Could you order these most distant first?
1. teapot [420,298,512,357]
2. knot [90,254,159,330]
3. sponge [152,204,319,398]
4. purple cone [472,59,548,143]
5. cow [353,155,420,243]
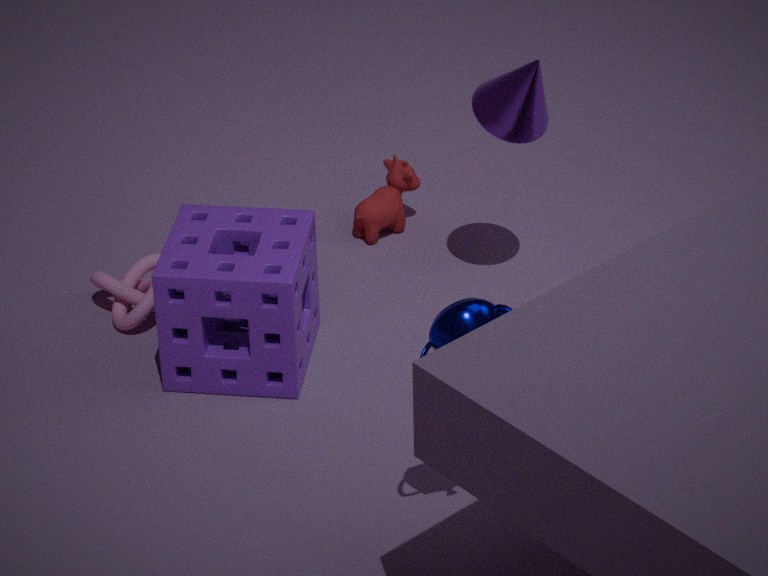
cow [353,155,420,243] < knot [90,254,159,330] < purple cone [472,59,548,143] < sponge [152,204,319,398] < teapot [420,298,512,357]
